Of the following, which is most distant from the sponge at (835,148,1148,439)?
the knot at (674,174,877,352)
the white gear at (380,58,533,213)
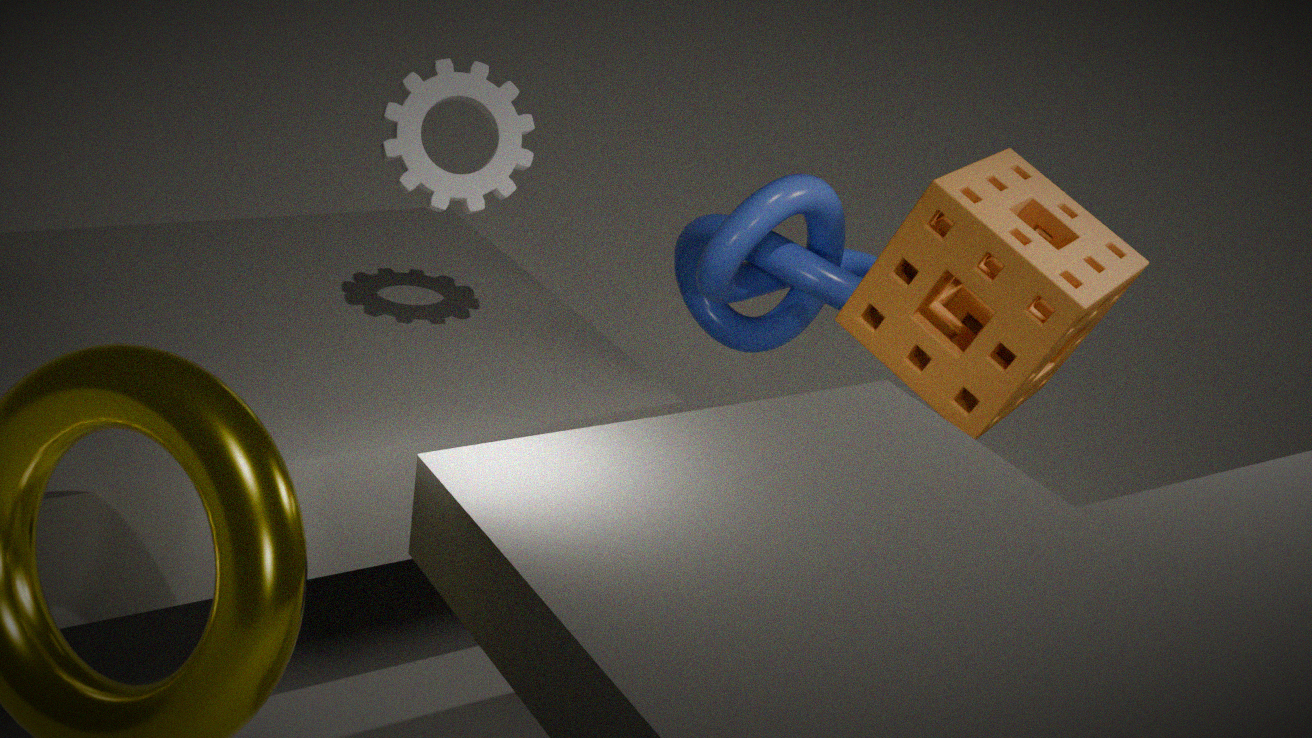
the white gear at (380,58,533,213)
